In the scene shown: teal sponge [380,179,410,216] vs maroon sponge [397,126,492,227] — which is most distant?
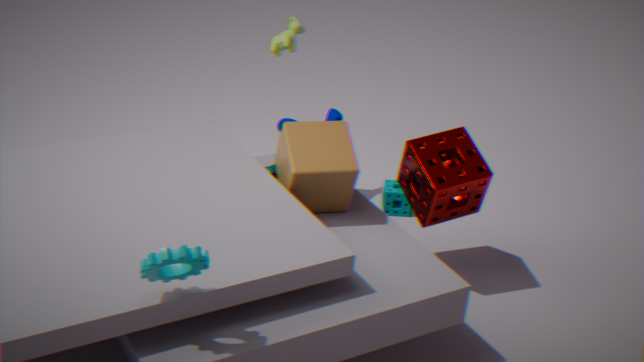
teal sponge [380,179,410,216]
